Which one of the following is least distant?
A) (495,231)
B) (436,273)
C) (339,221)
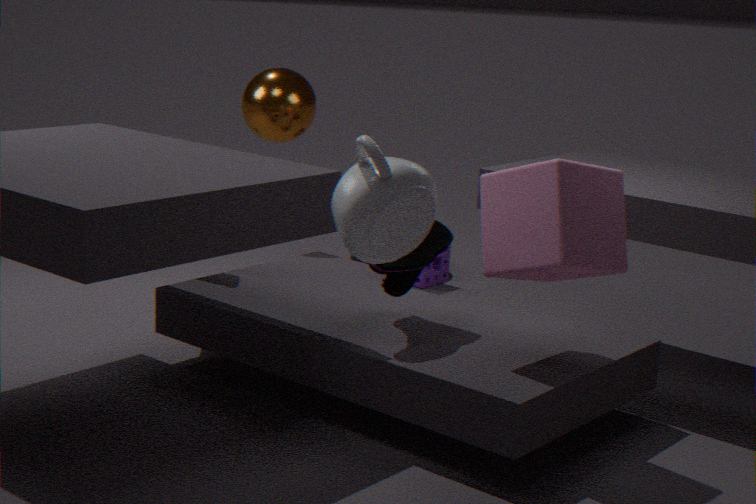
(339,221)
